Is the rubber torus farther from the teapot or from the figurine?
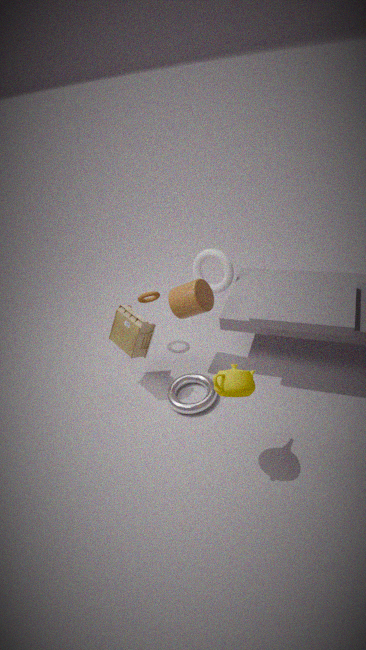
the teapot
